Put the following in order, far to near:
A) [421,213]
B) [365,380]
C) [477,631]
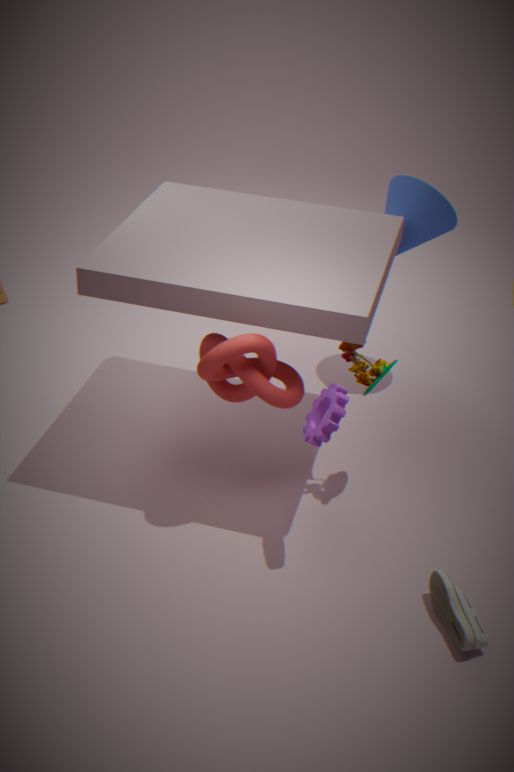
A. [421,213], B. [365,380], C. [477,631]
